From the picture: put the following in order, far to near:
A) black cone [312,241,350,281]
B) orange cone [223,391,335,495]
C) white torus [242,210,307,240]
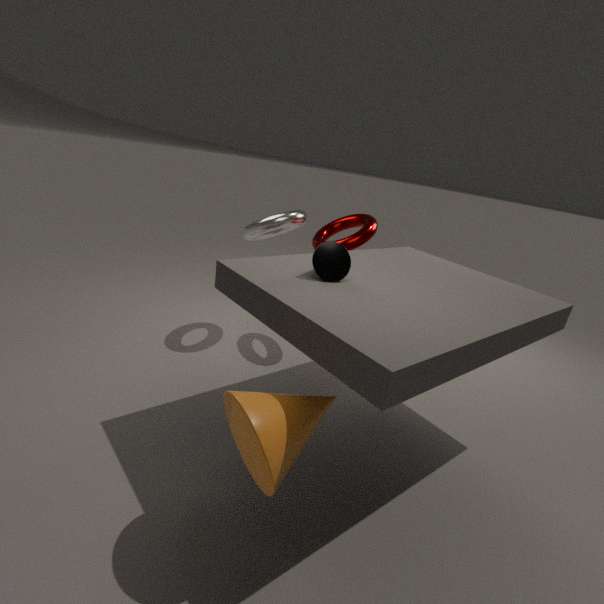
white torus [242,210,307,240]
black cone [312,241,350,281]
orange cone [223,391,335,495]
